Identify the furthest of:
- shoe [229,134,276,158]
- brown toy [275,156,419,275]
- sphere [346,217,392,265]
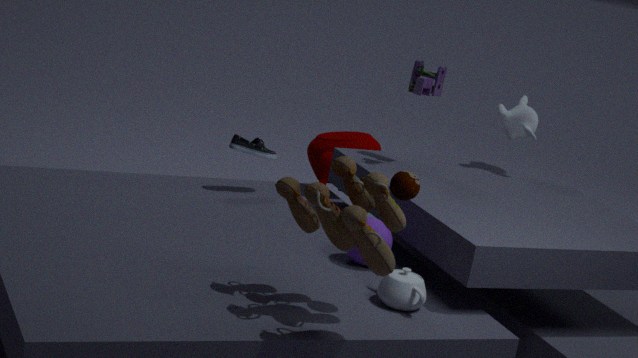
shoe [229,134,276,158]
